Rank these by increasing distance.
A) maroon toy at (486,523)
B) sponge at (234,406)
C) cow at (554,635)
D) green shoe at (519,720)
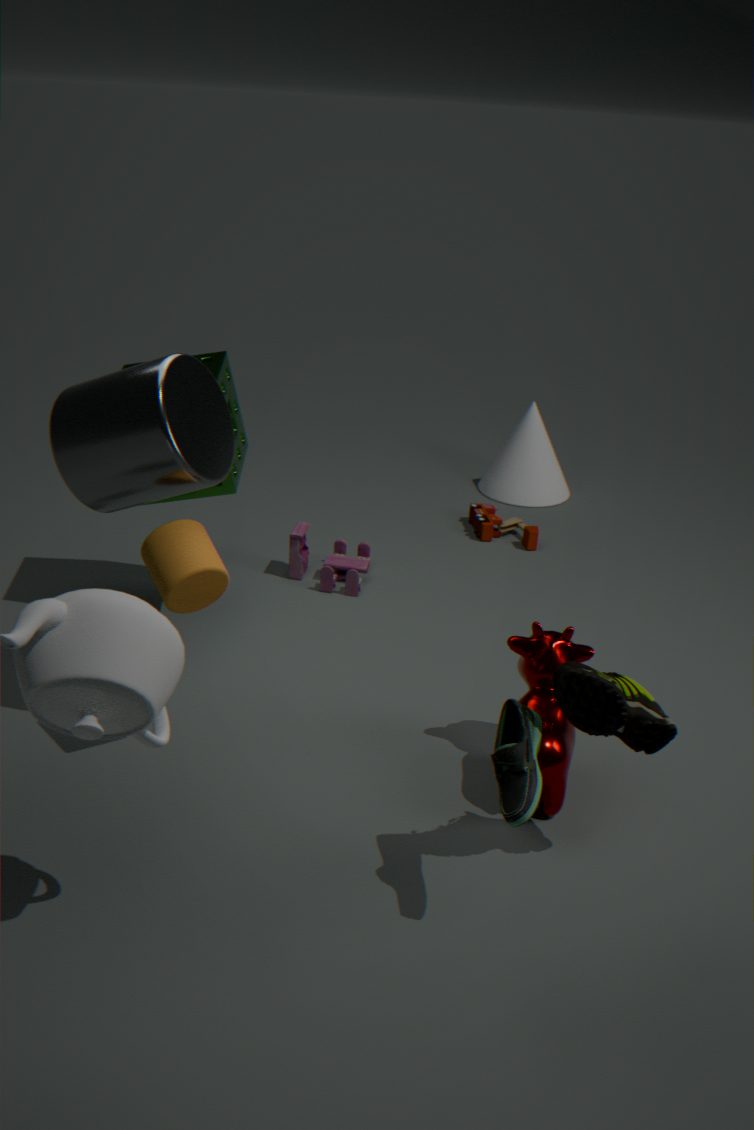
green shoe at (519,720) → cow at (554,635) → sponge at (234,406) → maroon toy at (486,523)
